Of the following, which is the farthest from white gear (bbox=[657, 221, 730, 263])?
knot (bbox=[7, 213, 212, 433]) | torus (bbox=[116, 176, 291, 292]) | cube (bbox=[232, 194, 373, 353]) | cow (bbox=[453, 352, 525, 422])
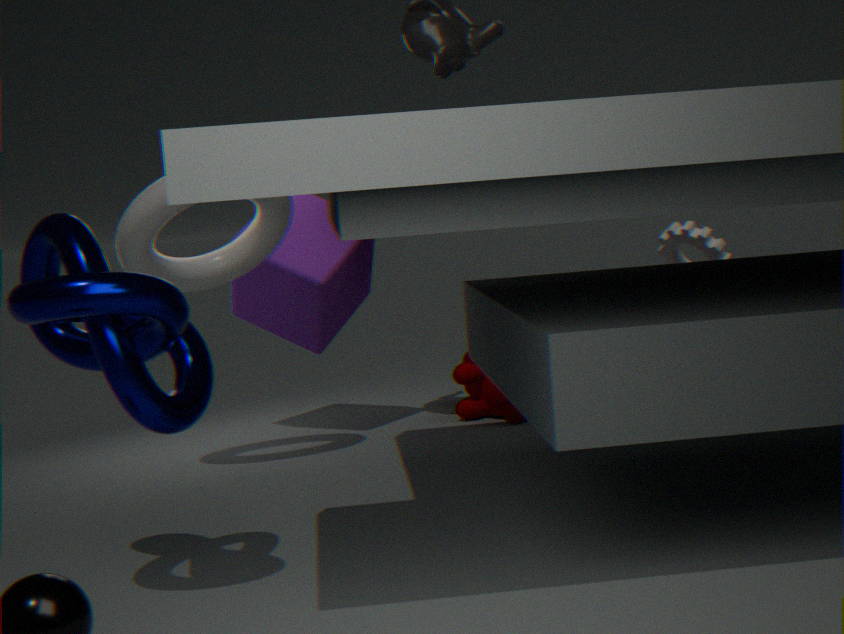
knot (bbox=[7, 213, 212, 433])
